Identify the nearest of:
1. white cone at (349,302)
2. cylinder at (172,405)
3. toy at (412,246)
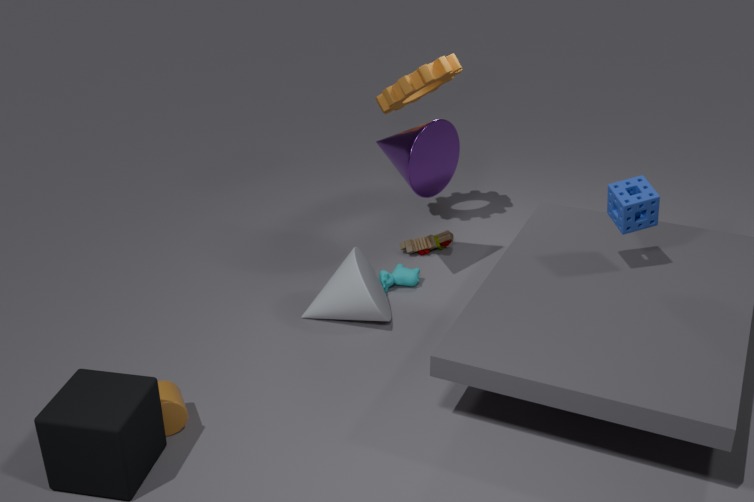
cylinder at (172,405)
